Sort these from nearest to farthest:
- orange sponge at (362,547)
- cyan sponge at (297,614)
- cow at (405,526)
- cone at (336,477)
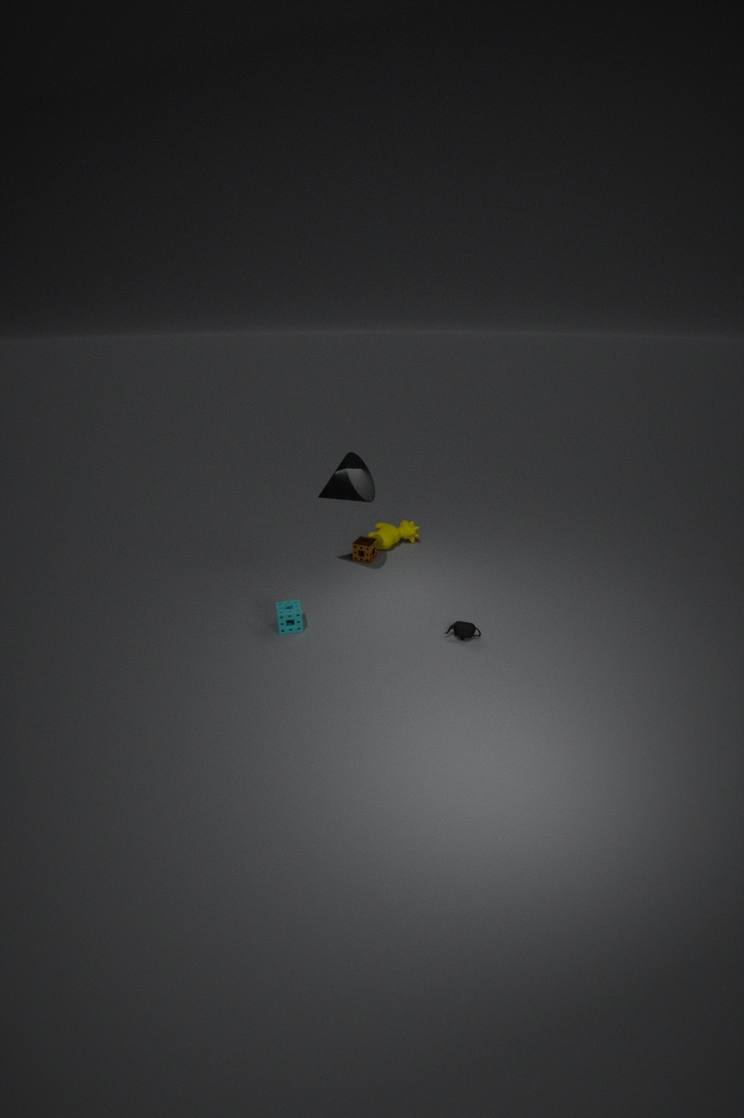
cyan sponge at (297,614), cone at (336,477), orange sponge at (362,547), cow at (405,526)
